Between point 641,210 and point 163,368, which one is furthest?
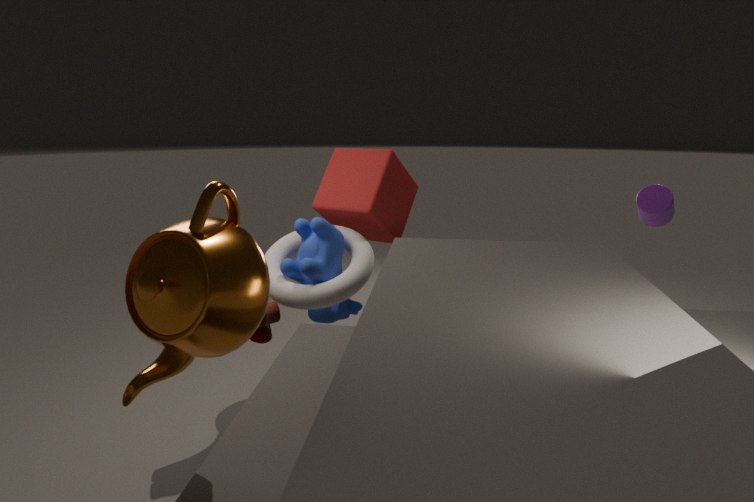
point 641,210
